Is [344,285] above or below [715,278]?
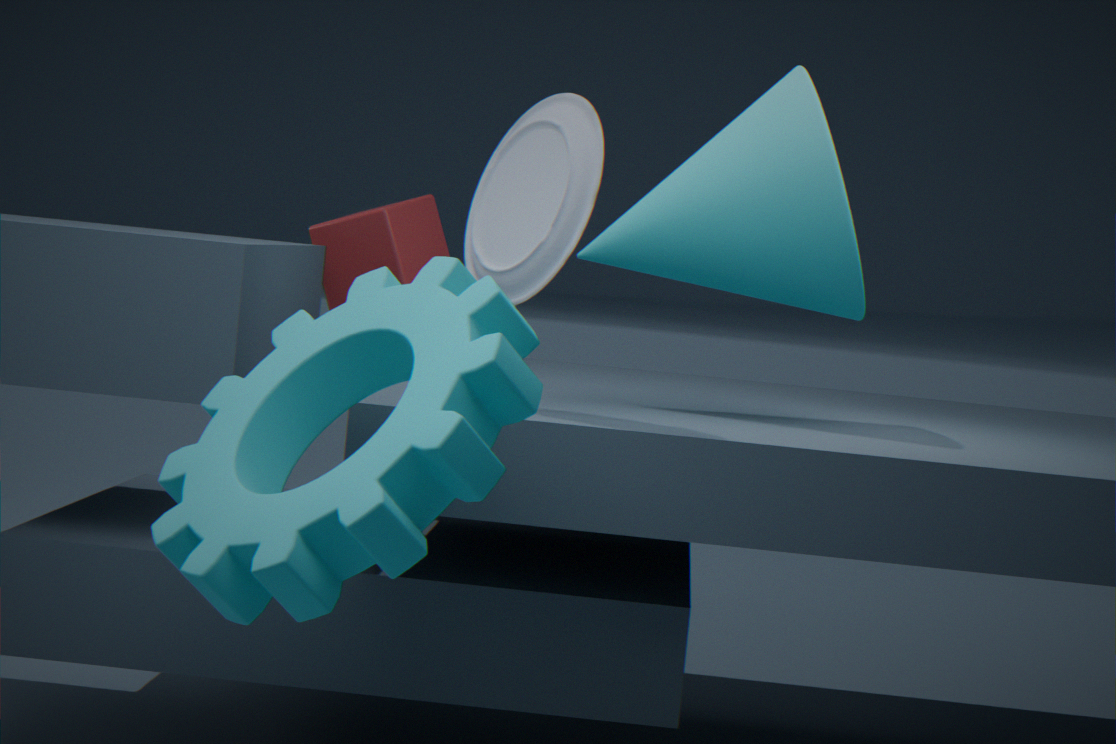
below
